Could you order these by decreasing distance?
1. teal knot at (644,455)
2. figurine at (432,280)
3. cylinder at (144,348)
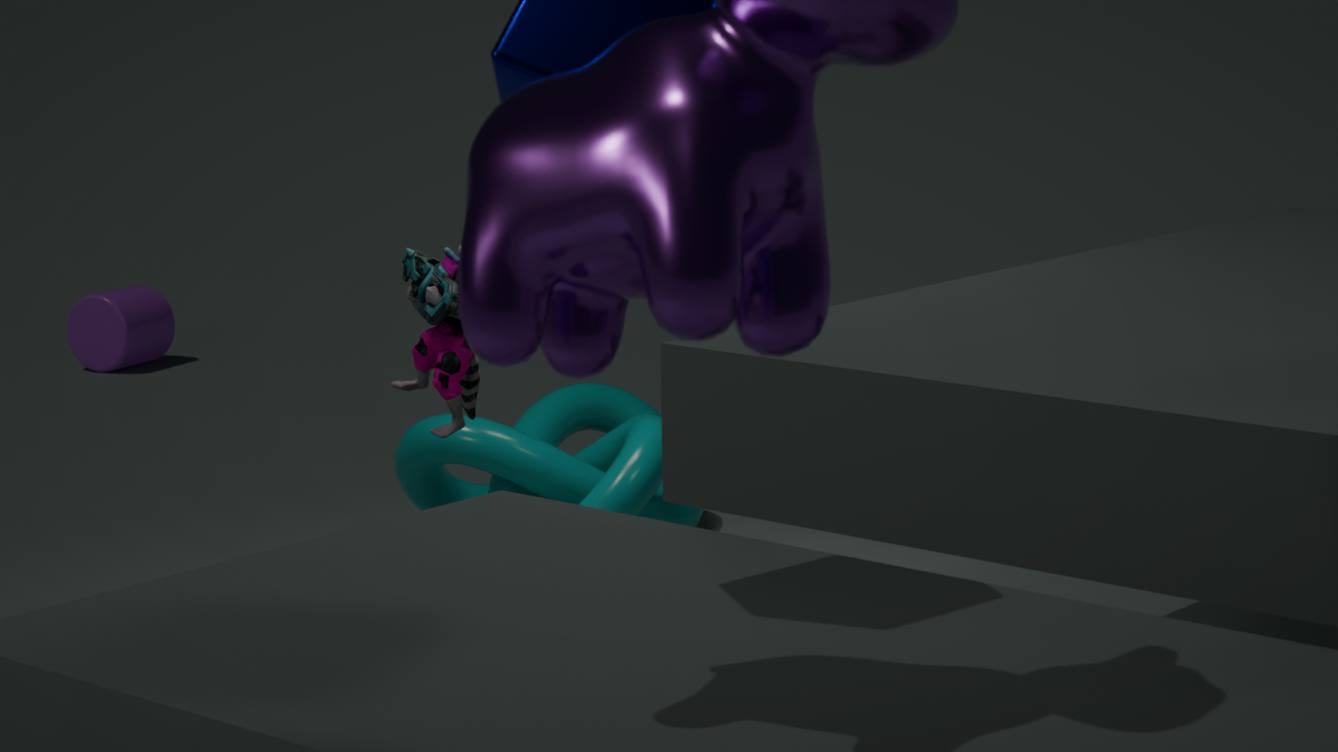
cylinder at (144,348), teal knot at (644,455), figurine at (432,280)
